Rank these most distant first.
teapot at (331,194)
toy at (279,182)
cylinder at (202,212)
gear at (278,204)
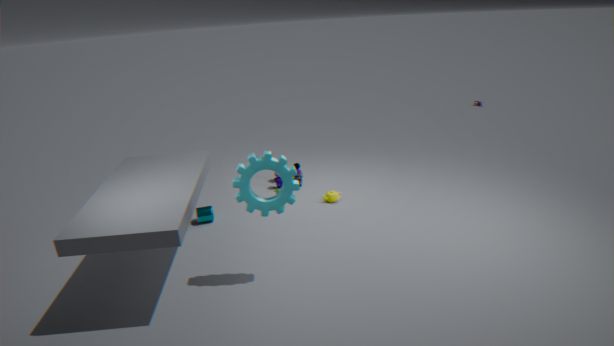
toy at (279,182) < teapot at (331,194) < cylinder at (202,212) < gear at (278,204)
